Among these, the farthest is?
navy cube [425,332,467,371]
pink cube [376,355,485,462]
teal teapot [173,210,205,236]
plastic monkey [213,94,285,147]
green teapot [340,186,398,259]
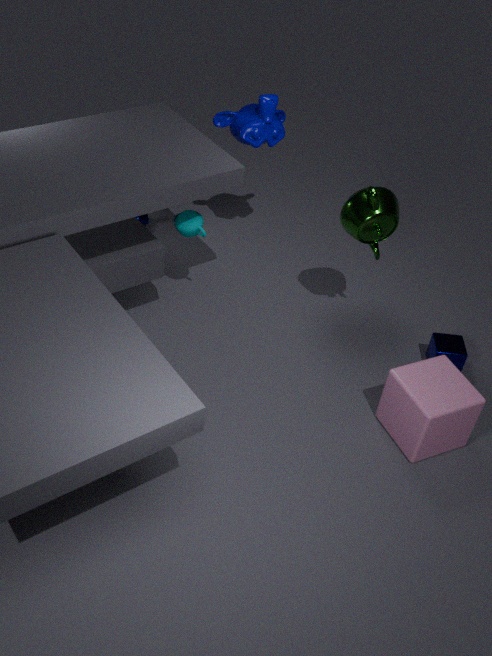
plastic monkey [213,94,285,147]
